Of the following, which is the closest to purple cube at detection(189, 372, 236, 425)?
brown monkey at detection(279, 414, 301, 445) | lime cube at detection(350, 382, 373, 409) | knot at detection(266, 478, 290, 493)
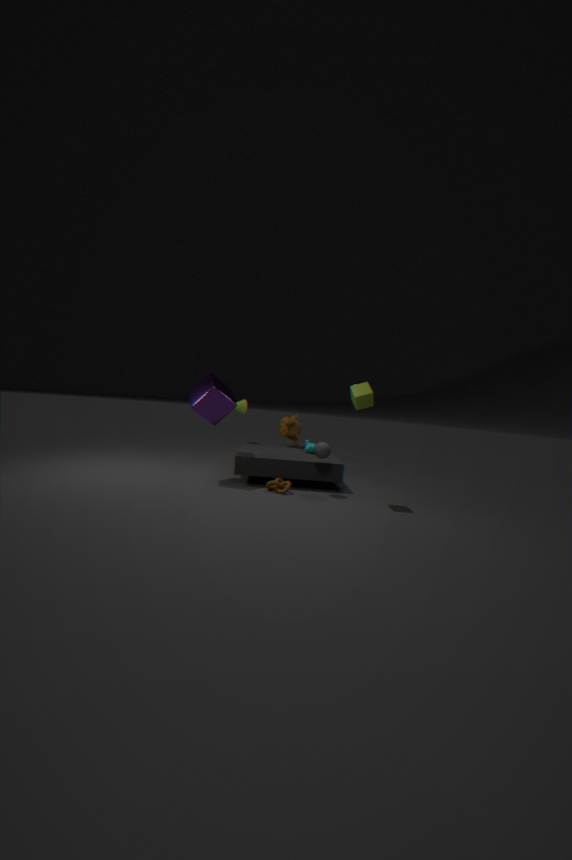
knot at detection(266, 478, 290, 493)
